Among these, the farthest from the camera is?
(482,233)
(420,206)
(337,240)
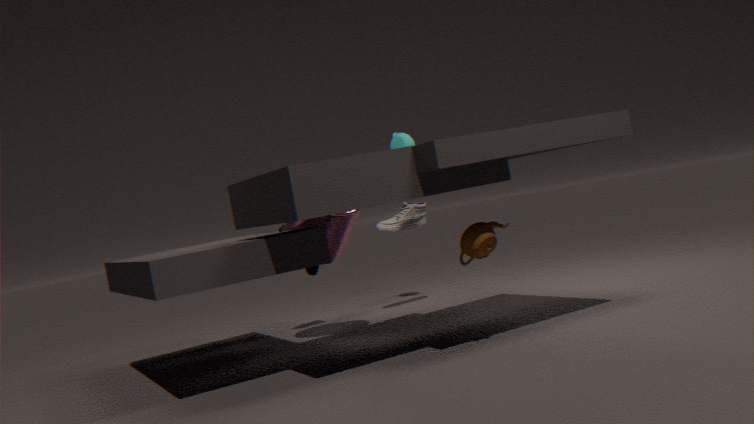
(420,206)
